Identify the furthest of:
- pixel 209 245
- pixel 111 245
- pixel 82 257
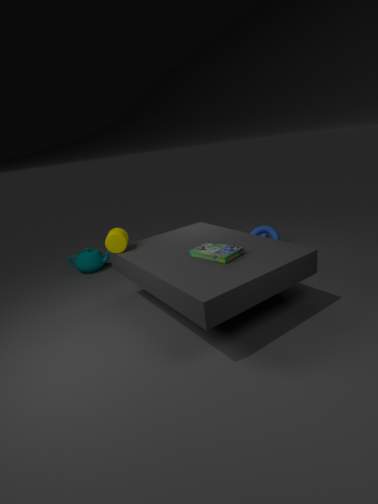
pixel 82 257
